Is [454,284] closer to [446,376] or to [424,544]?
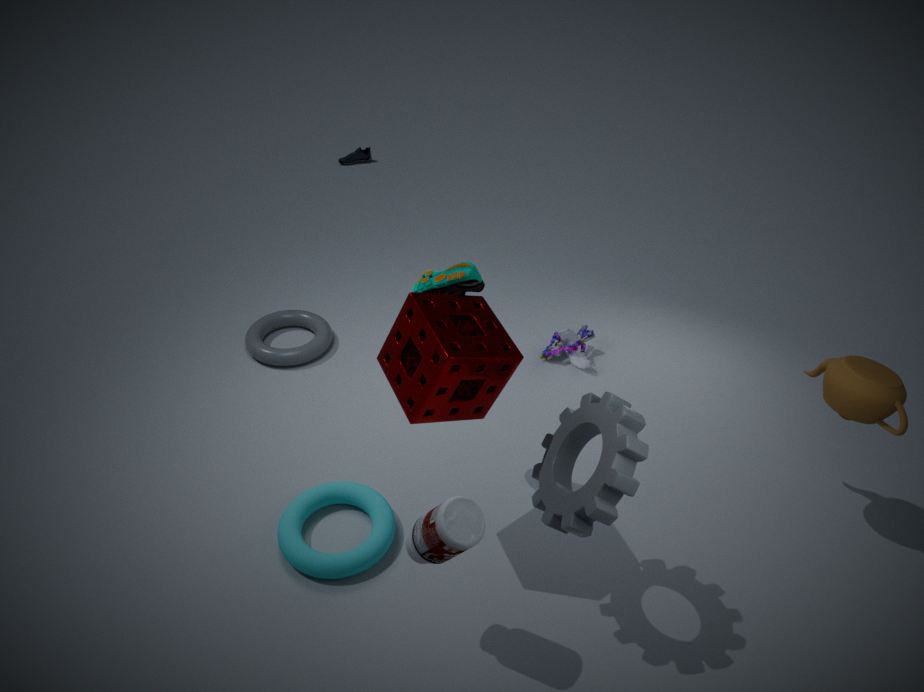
[446,376]
